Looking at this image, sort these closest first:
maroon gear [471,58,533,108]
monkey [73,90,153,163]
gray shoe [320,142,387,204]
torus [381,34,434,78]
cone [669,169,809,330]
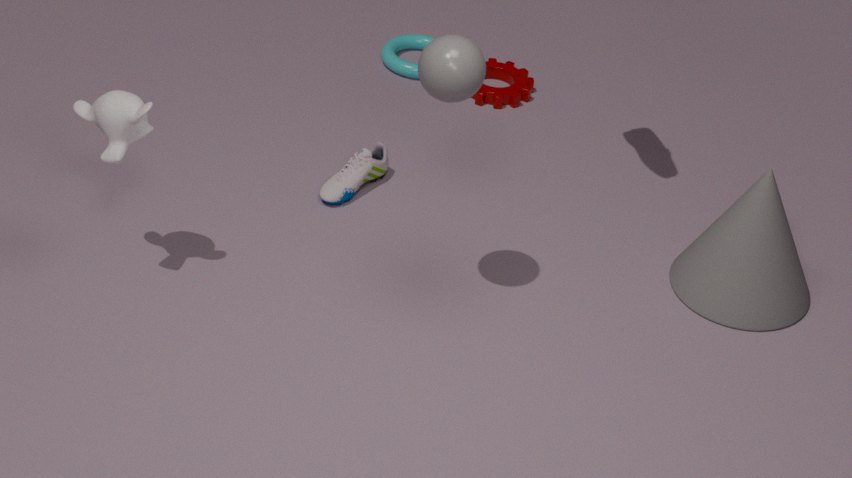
monkey [73,90,153,163]
cone [669,169,809,330]
gray shoe [320,142,387,204]
maroon gear [471,58,533,108]
torus [381,34,434,78]
